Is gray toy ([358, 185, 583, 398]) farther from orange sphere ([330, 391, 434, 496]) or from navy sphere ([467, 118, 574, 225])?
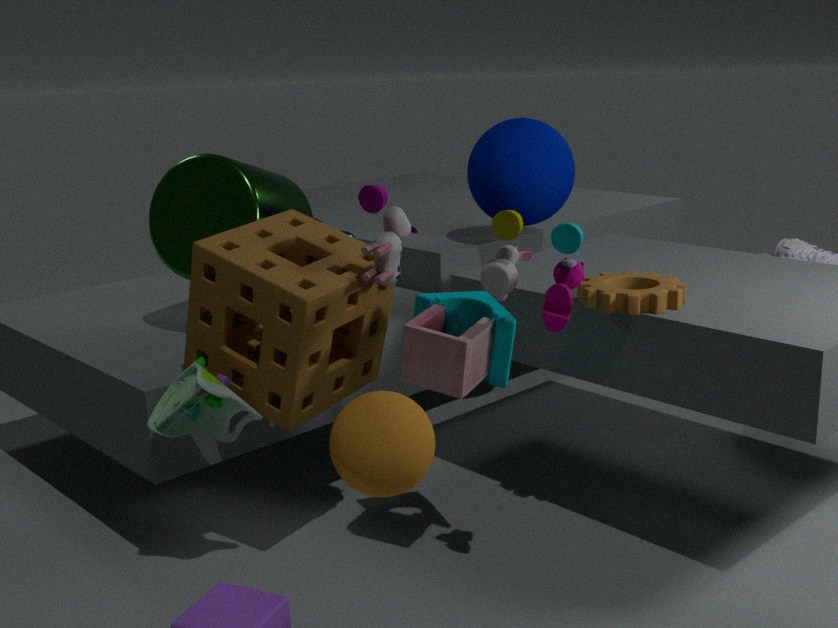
navy sphere ([467, 118, 574, 225])
